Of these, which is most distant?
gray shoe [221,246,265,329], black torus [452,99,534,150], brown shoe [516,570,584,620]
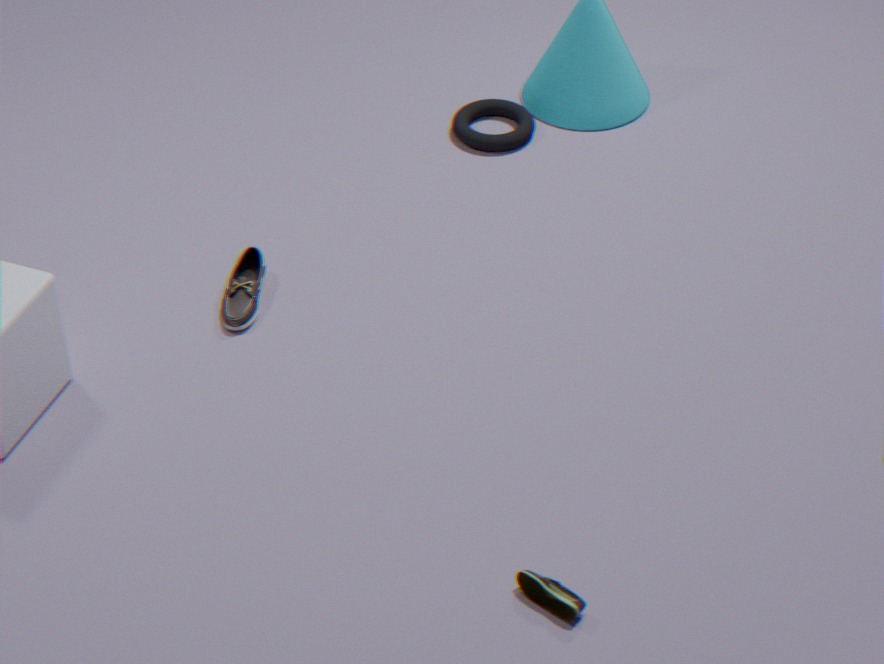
black torus [452,99,534,150]
